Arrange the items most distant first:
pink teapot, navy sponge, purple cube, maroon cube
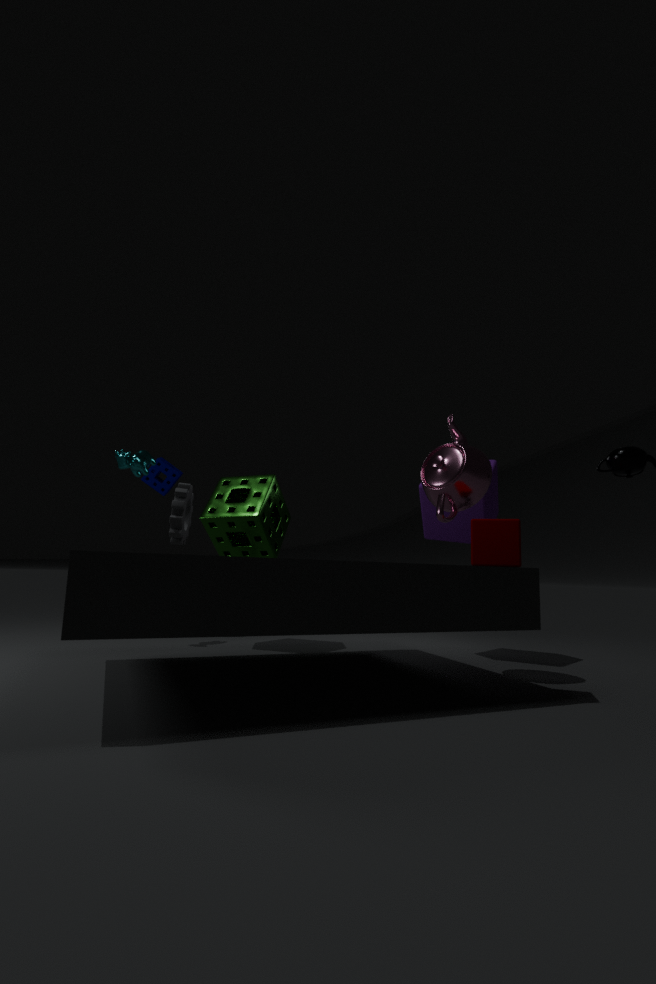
navy sponge < purple cube < pink teapot < maroon cube
